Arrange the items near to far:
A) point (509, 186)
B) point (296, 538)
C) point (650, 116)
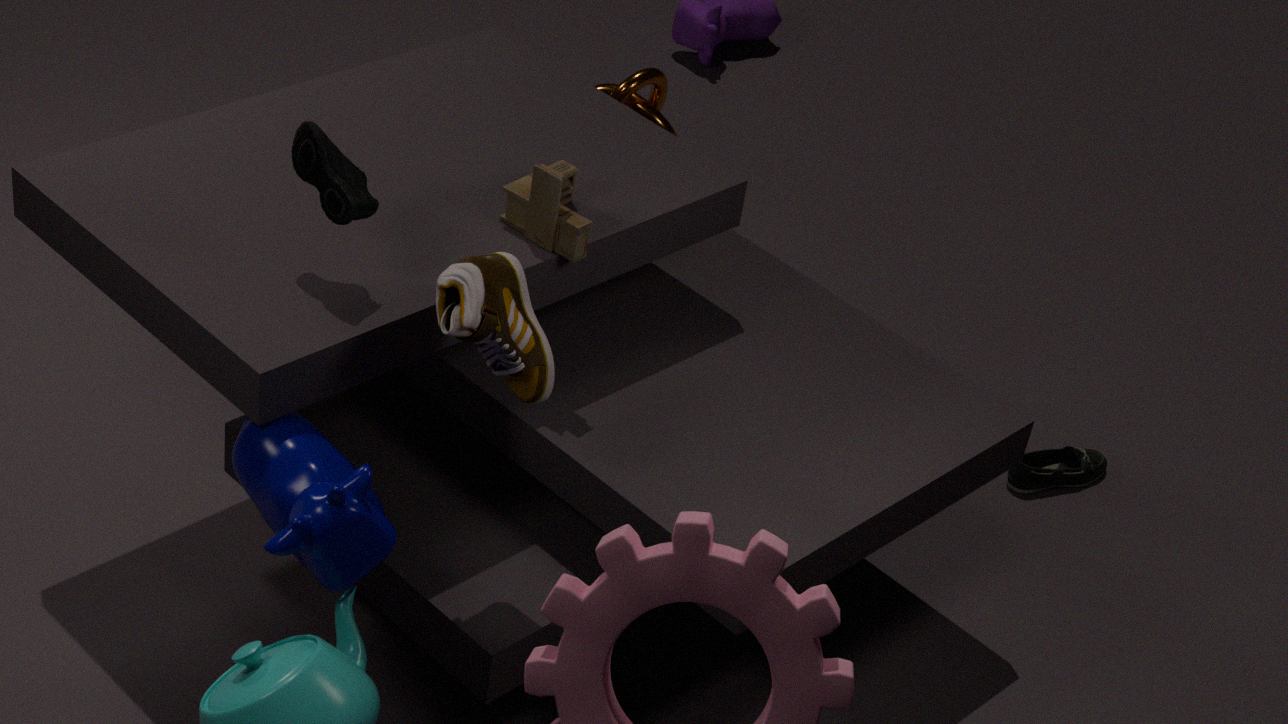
1. B. point (296, 538)
2. A. point (509, 186)
3. C. point (650, 116)
